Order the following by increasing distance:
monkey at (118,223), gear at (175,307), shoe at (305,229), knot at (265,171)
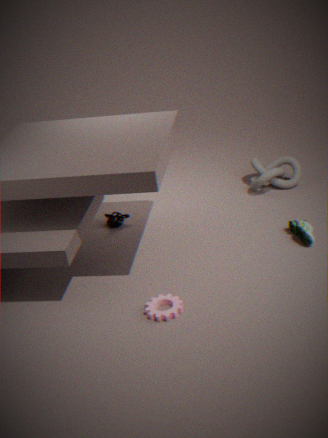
gear at (175,307) → shoe at (305,229) → monkey at (118,223) → knot at (265,171)
